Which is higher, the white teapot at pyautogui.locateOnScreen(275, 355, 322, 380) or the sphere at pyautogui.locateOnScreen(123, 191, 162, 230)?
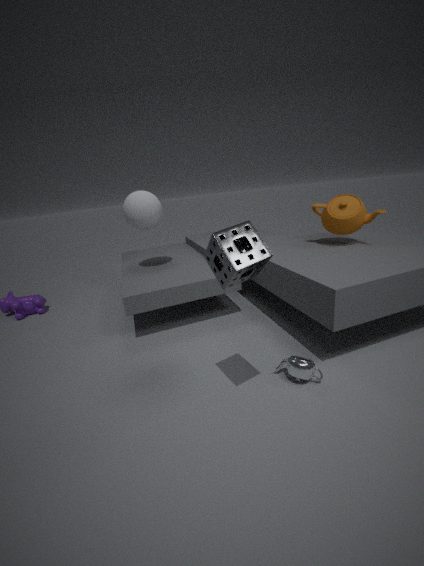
the sphere at pyautogui.locateOnScreen(123, 191, 162, 230)
